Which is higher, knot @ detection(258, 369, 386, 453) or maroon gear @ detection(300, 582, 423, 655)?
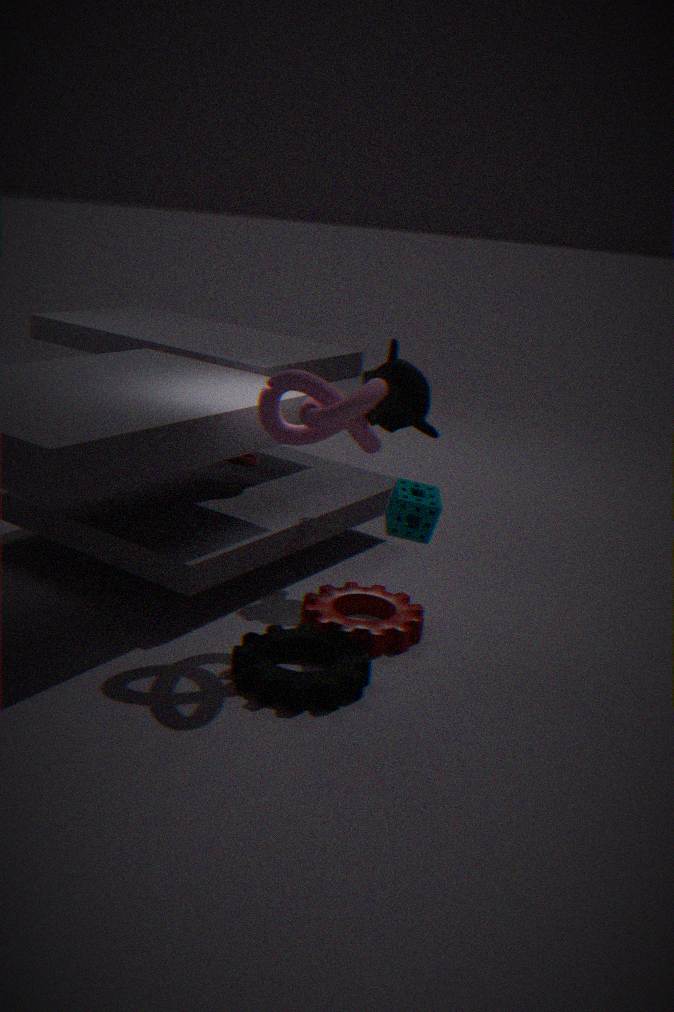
knot @ detection(258, 369, 386, 453)
